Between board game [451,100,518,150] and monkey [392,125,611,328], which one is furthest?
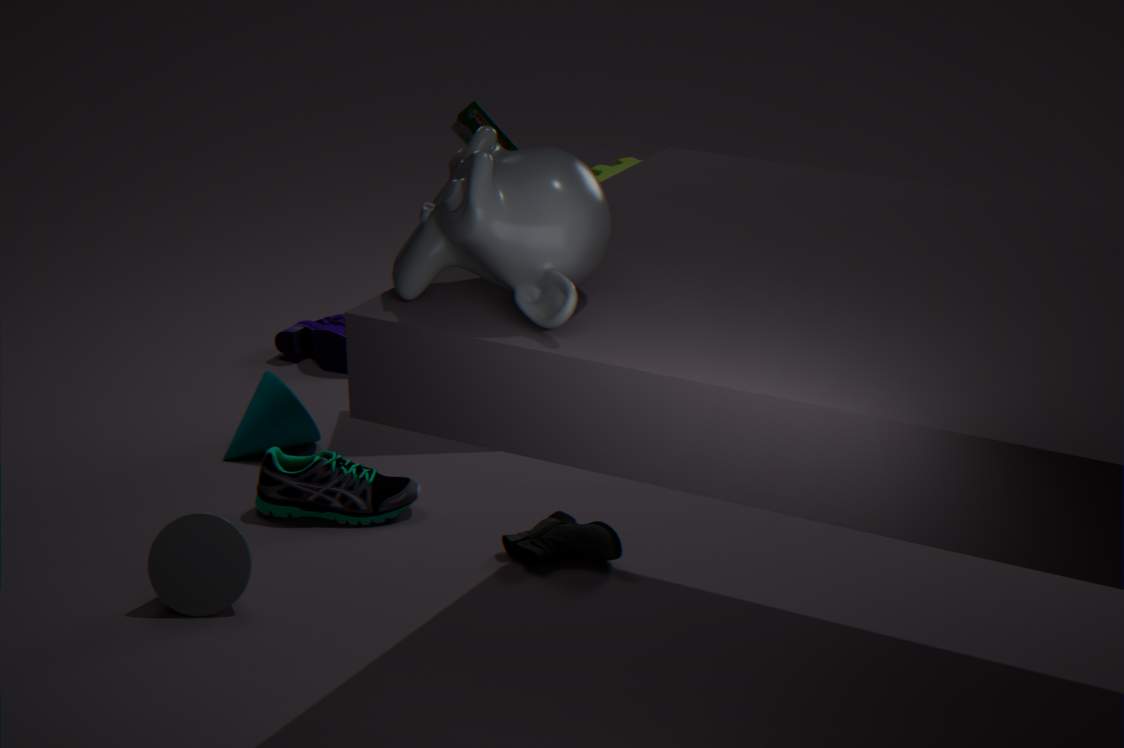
board game [451,100,518,150]
